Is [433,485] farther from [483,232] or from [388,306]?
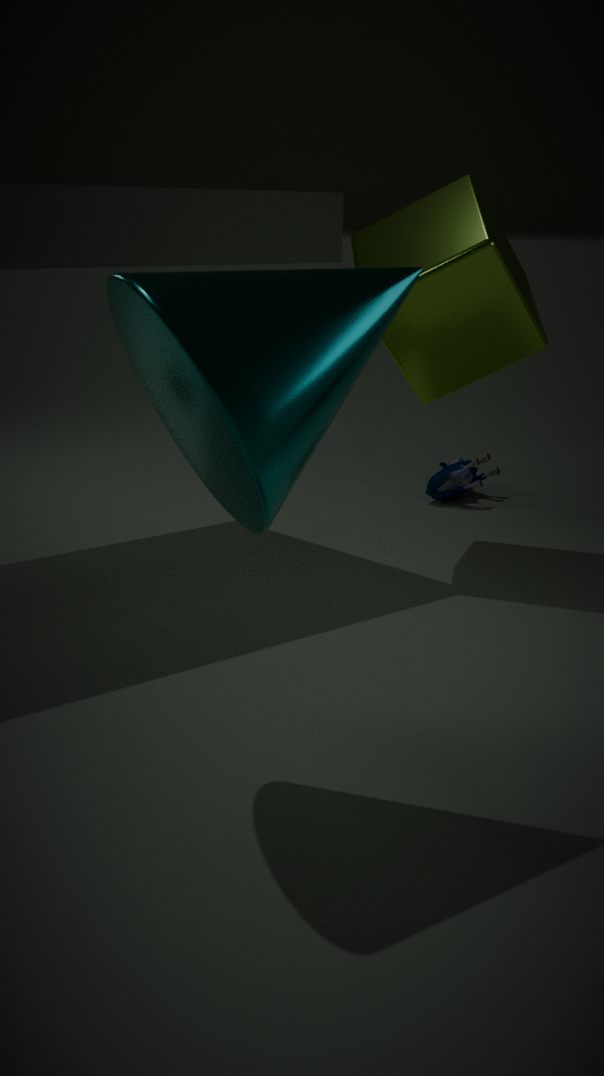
[388,306]
